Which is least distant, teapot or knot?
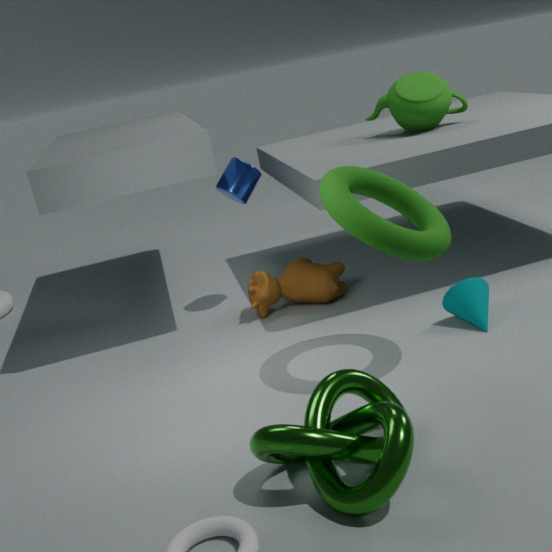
knot
